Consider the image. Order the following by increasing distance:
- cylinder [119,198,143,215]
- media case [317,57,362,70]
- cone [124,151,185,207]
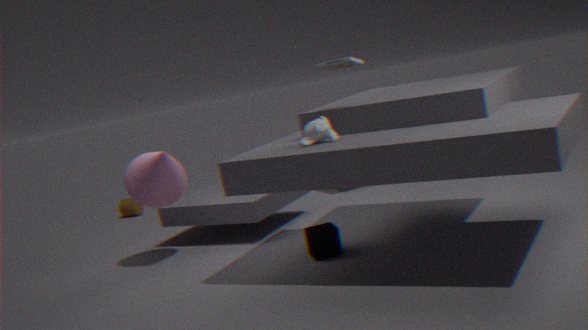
media case [317,57,362,70], cone [124,151,185,207], cylinder [119,198,143,215]
